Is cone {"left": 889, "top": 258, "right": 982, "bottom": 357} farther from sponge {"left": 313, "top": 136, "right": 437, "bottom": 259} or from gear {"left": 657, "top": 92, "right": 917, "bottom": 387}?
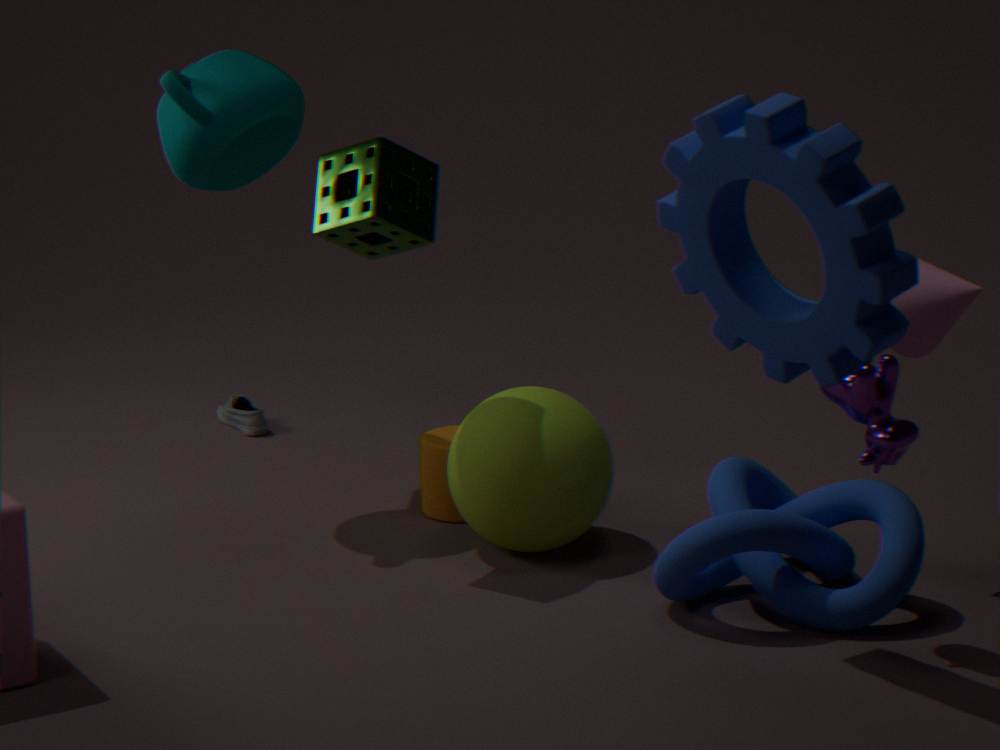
sponge {"left": 313, "top": 136, "right": 437, "bottom": 259}
